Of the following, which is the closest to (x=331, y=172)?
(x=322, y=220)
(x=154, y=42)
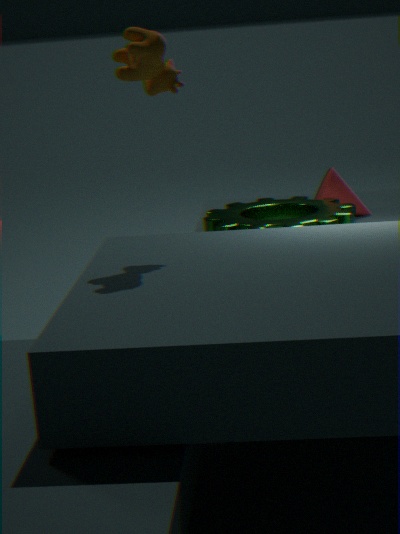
(x=322, y=220)
